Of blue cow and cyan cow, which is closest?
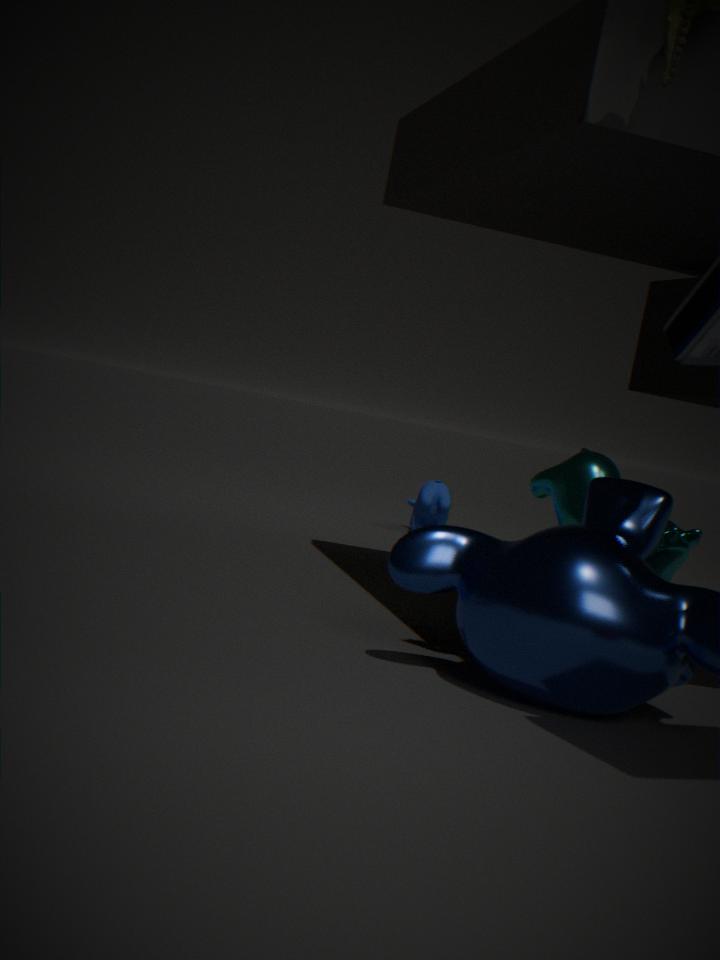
cyan cow
